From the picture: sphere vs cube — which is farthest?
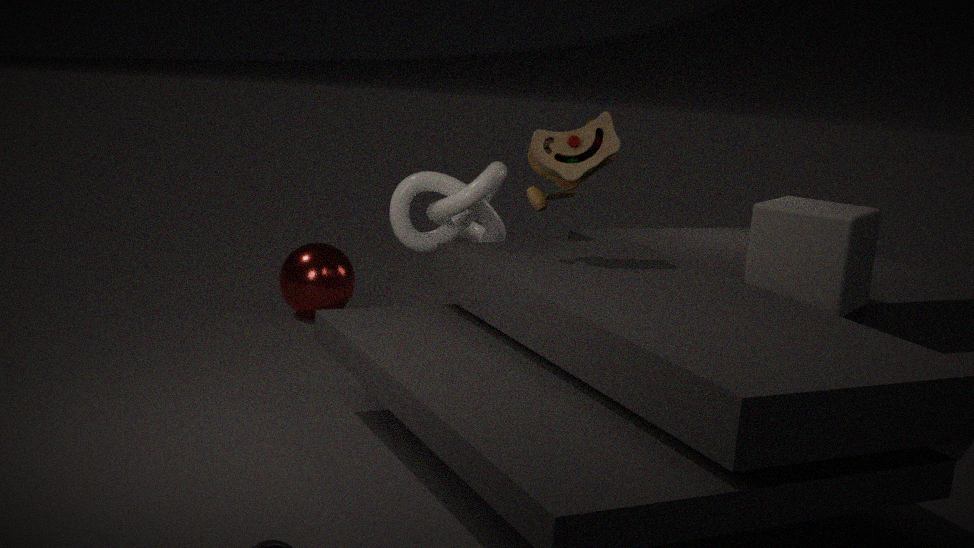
sphere
